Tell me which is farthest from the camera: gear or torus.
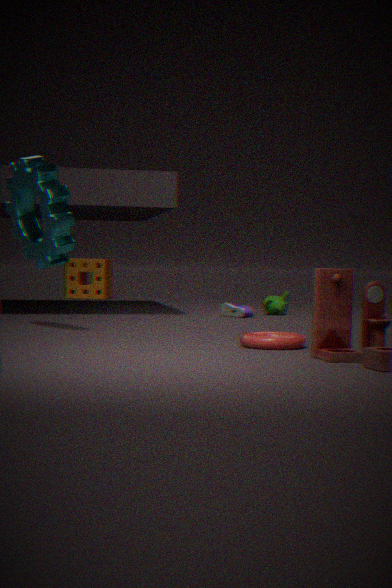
gear
